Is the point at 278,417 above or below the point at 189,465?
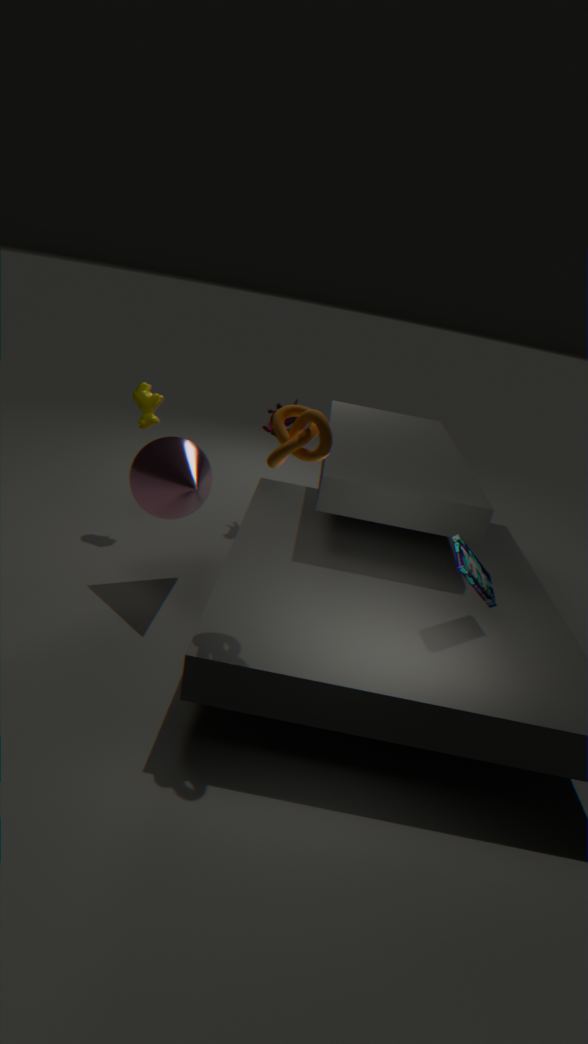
above
